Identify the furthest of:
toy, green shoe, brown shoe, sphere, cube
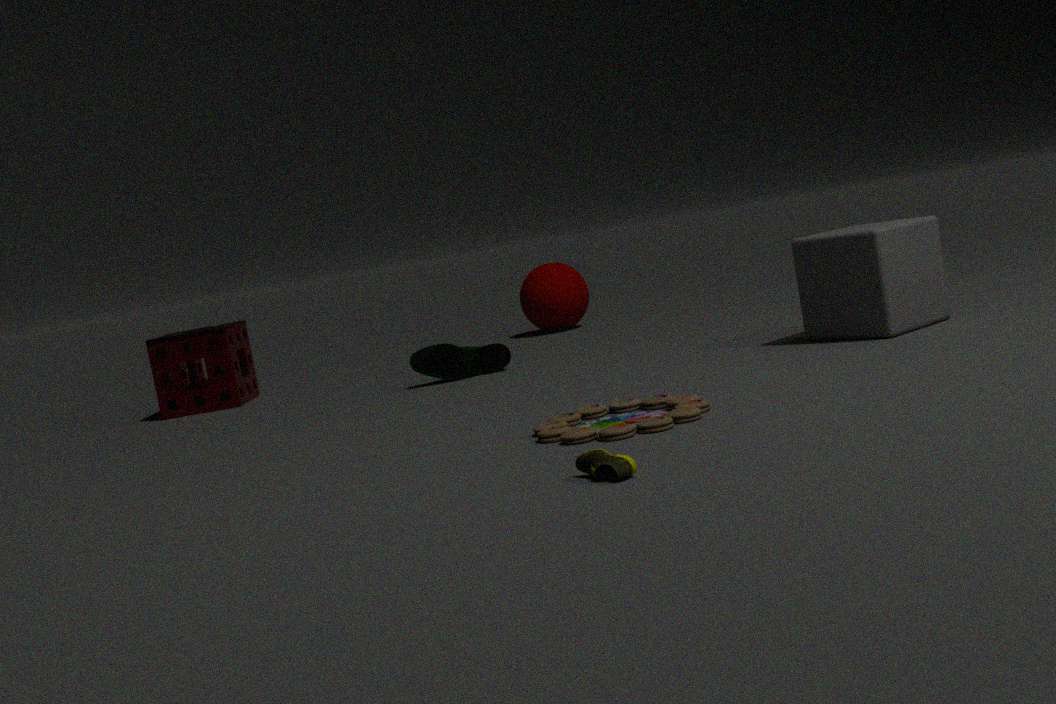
sphere
